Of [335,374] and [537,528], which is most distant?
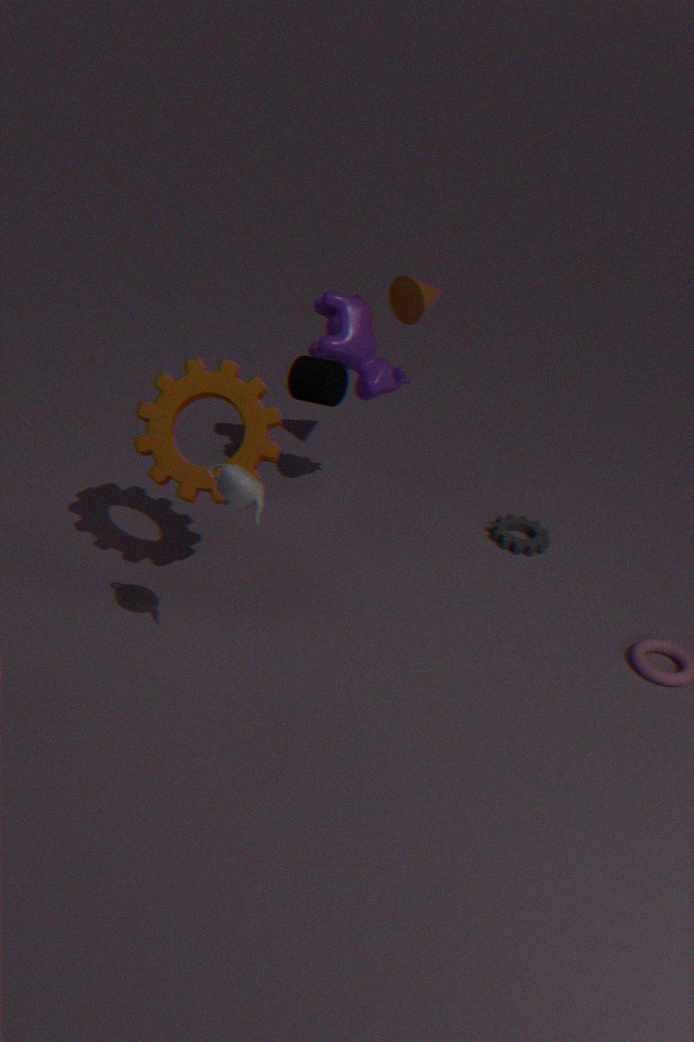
[537,528]
